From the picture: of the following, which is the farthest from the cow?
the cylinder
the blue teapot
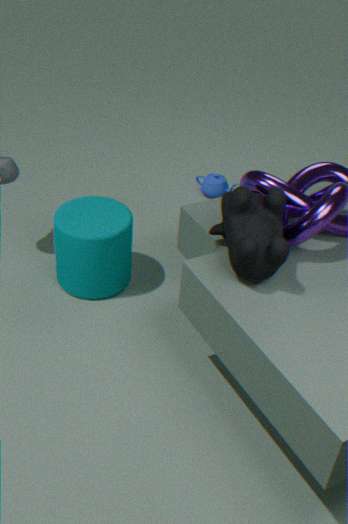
the blue teapot
